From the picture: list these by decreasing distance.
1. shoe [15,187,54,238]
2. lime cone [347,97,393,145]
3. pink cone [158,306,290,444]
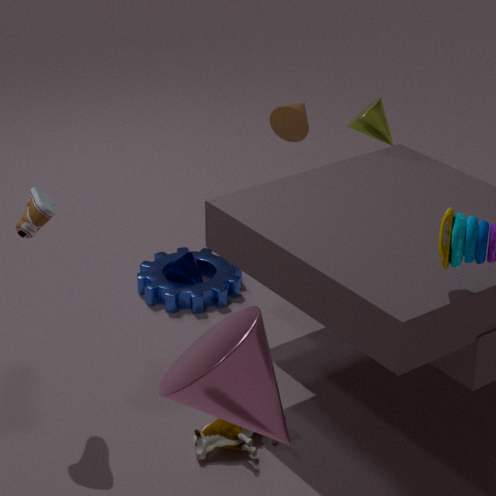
lime cone [347,97,393,145], shoe [15,187,54,238], pink cone [158,306,290,444]
